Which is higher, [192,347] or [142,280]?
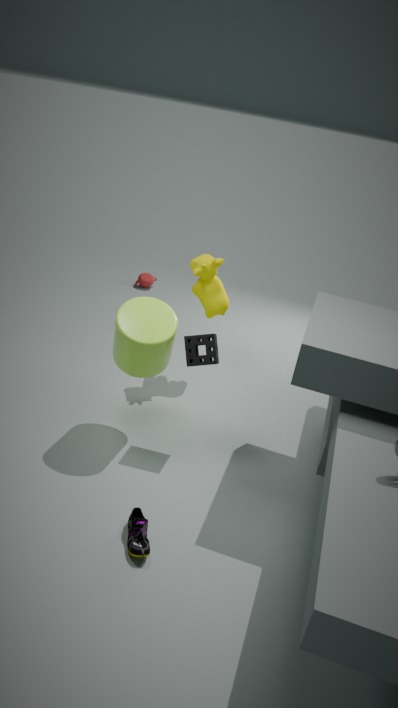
[192,347]
